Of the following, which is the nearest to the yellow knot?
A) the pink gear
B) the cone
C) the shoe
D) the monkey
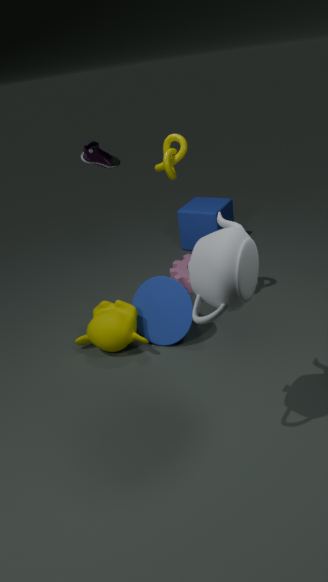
the shoe
